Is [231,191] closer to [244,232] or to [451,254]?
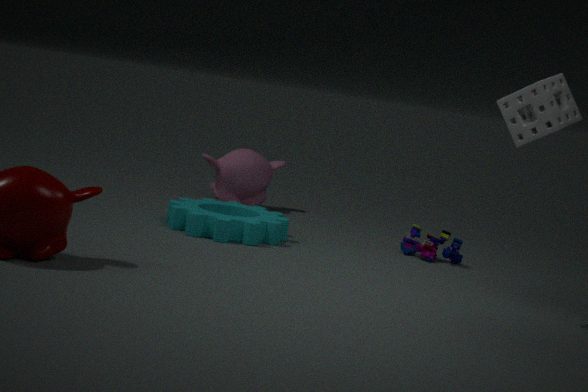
[244,232]
